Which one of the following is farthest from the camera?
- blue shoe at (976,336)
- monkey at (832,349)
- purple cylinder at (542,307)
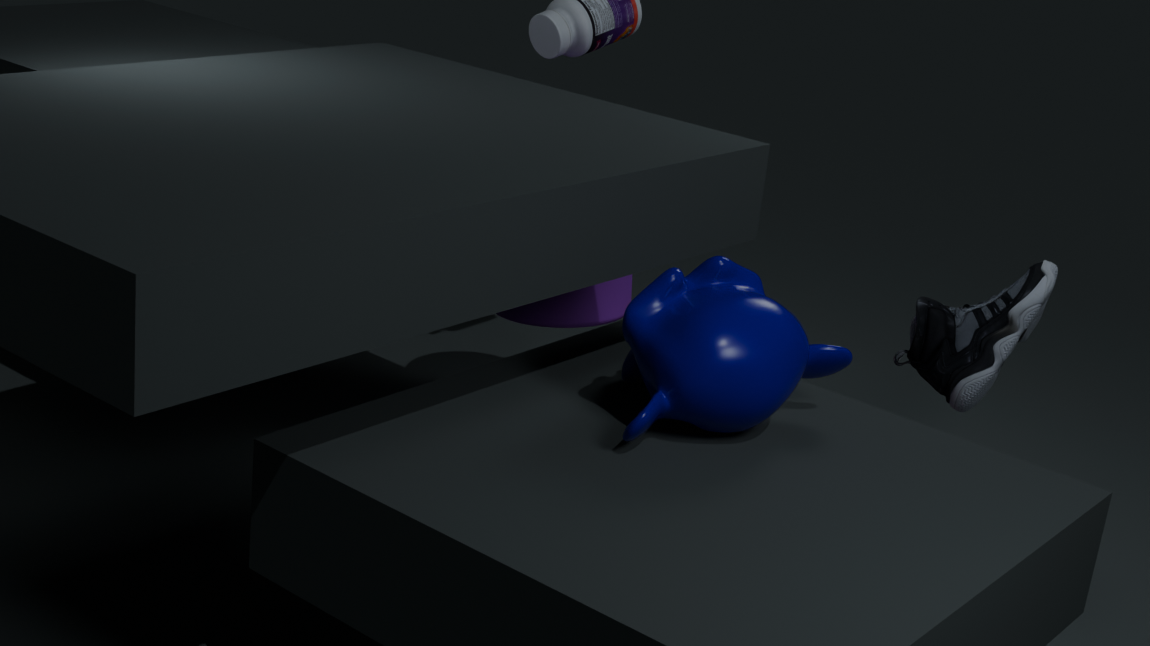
purple cylinder at (542,307)
